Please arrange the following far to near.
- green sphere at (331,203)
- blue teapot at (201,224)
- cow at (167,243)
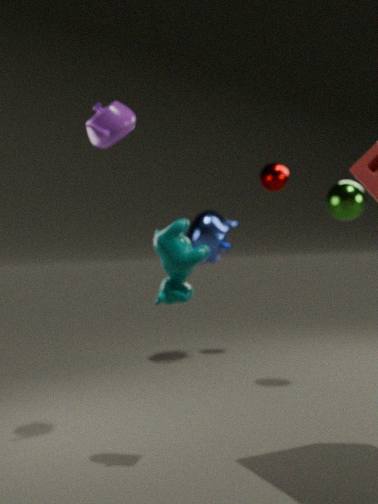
1. blue teapot at (201,224)
2. green sphere at (331,203)
3. cow at (167,243)
